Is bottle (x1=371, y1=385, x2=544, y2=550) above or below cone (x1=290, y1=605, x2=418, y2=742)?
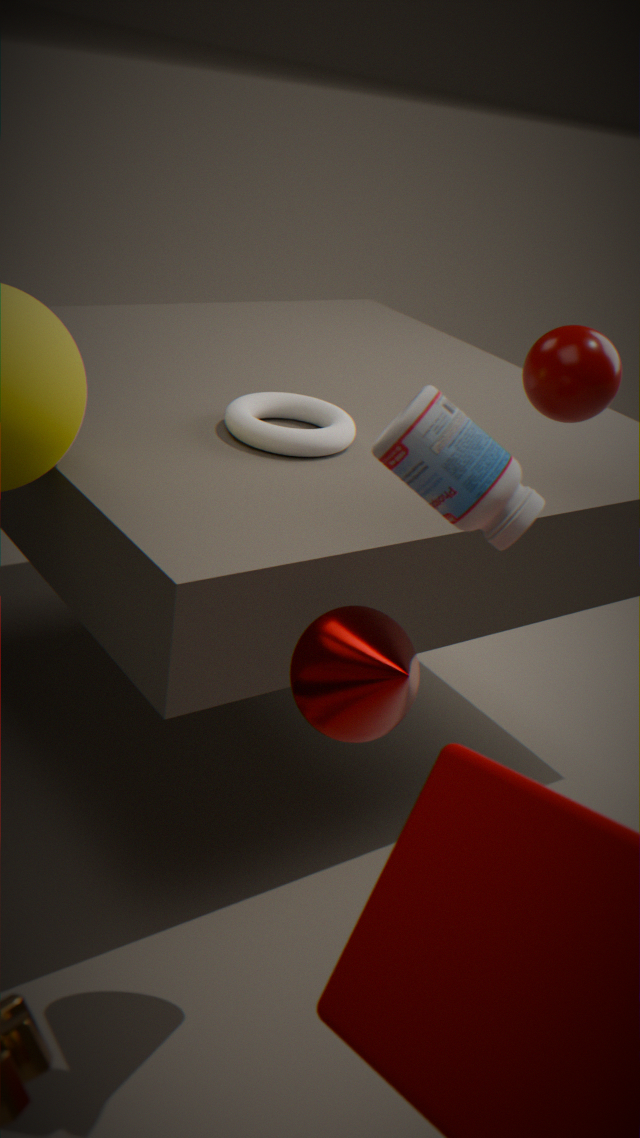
above
